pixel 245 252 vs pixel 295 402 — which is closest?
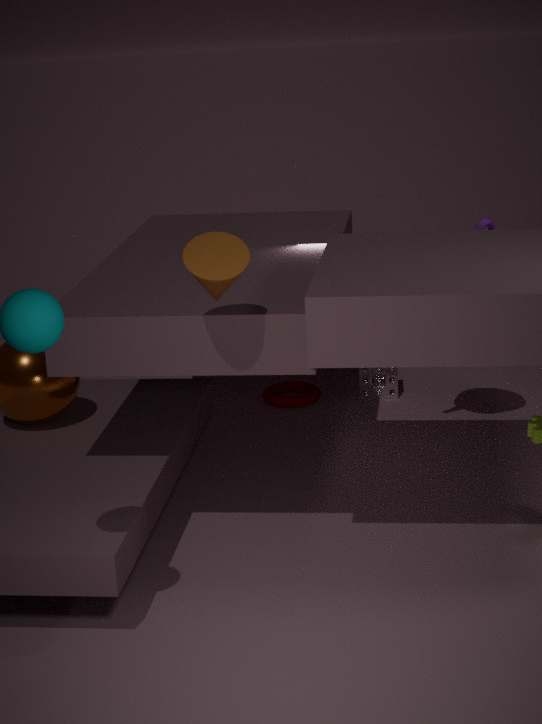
pixel 245 252
